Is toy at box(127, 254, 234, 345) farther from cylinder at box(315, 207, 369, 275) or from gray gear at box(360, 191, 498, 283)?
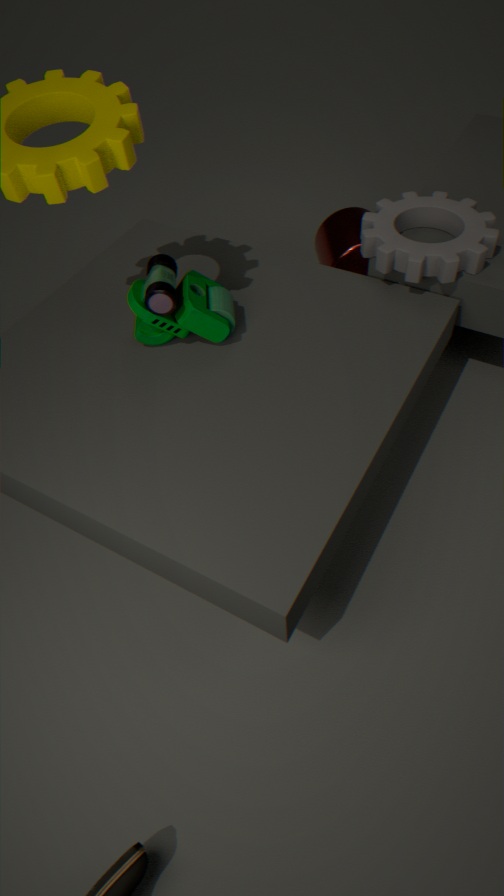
cylinder at box(315, 207, 369, 275)
